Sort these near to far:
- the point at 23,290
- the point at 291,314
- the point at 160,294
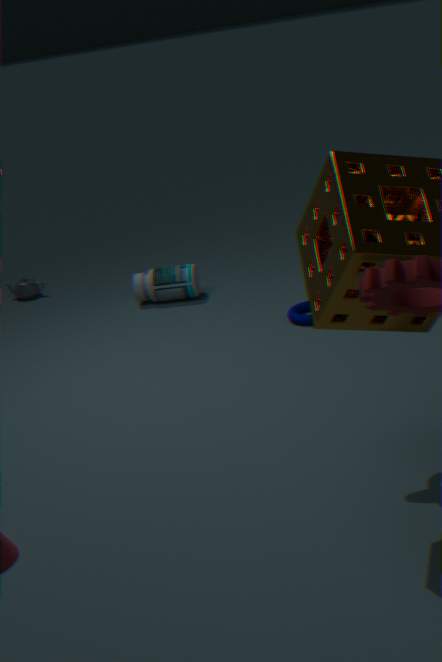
the point at 291,314 < the point at 160,294 < the point at 23,290
